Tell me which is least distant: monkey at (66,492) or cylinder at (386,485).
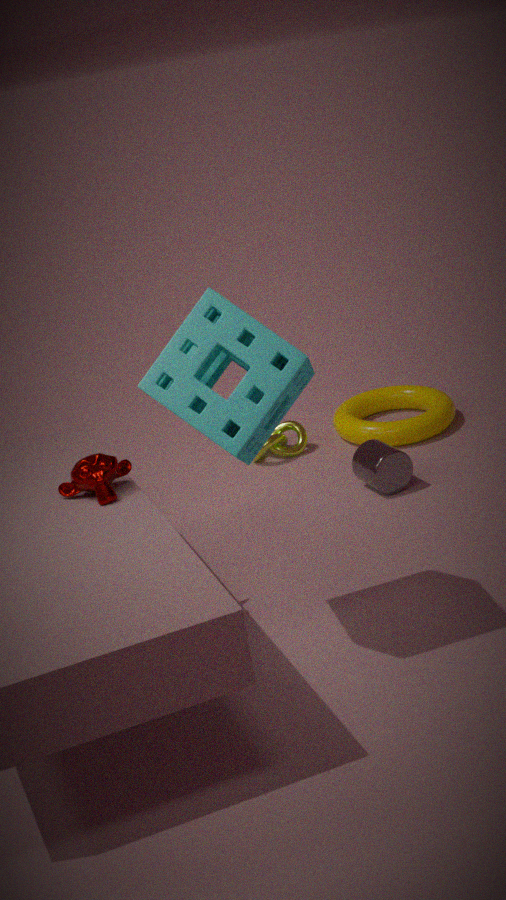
monkey at (66,492)
